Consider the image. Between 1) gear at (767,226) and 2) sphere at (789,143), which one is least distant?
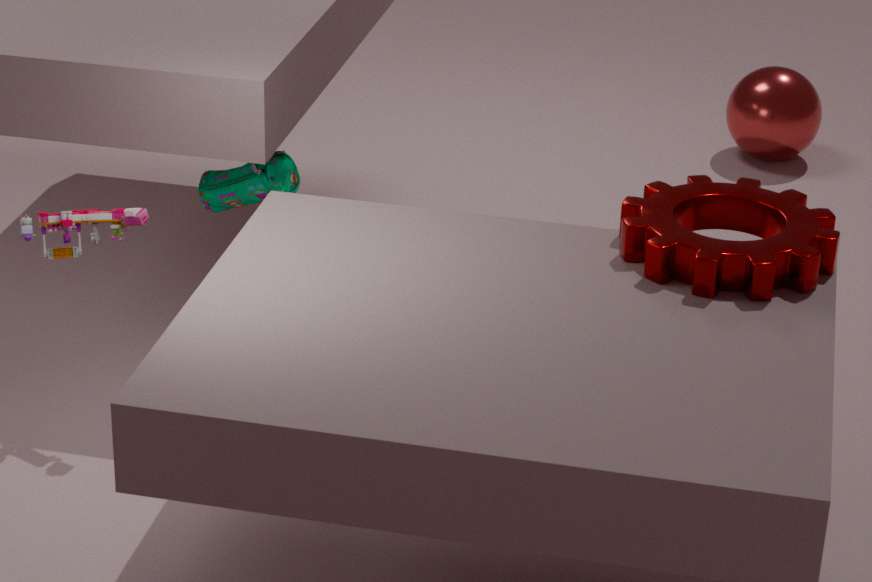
1. gear at (767,226)
